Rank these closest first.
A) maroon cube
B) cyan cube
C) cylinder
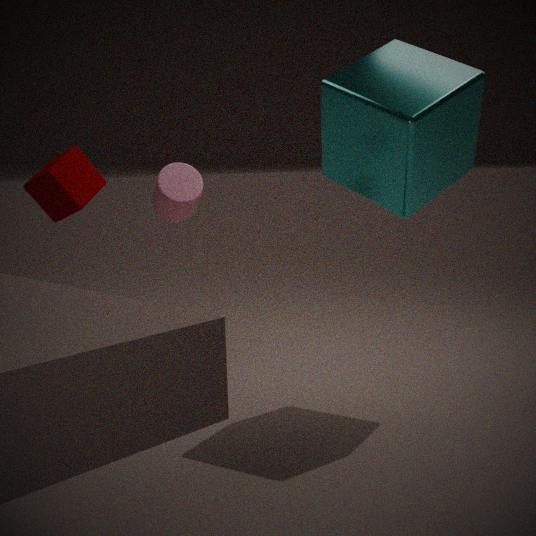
cyan cube → maroon cube → cylinder
